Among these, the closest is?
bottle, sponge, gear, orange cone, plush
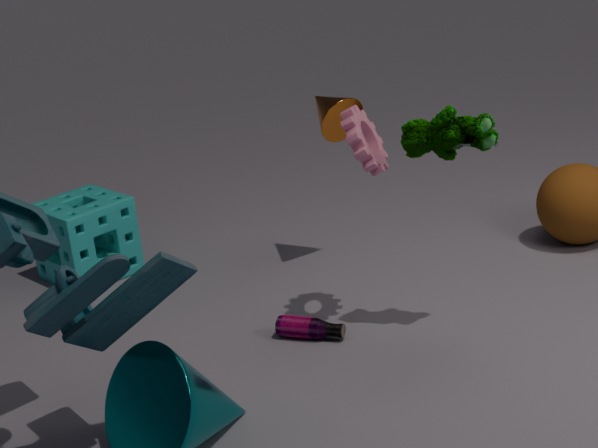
plush
